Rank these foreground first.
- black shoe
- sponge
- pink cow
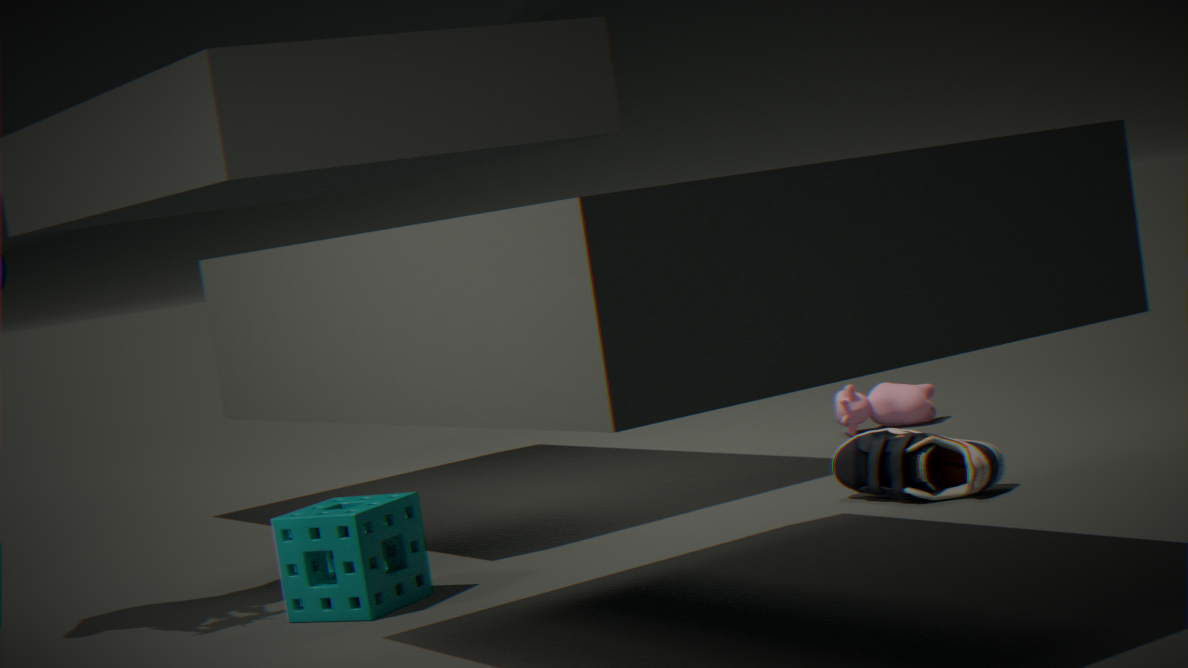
sponge < black shoe < pink cow
